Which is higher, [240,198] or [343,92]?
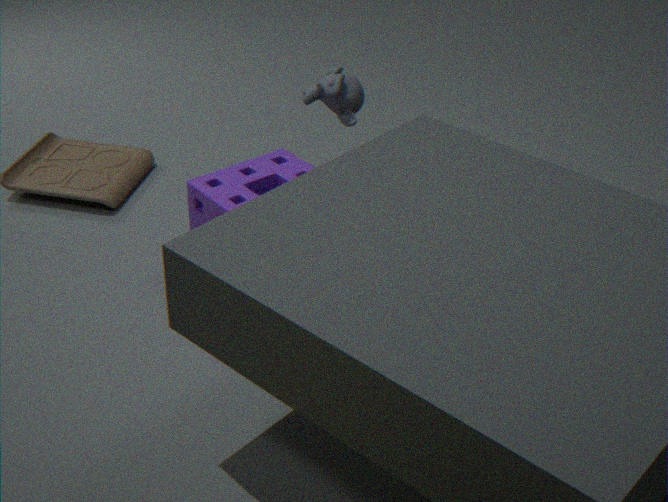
[343,92]
